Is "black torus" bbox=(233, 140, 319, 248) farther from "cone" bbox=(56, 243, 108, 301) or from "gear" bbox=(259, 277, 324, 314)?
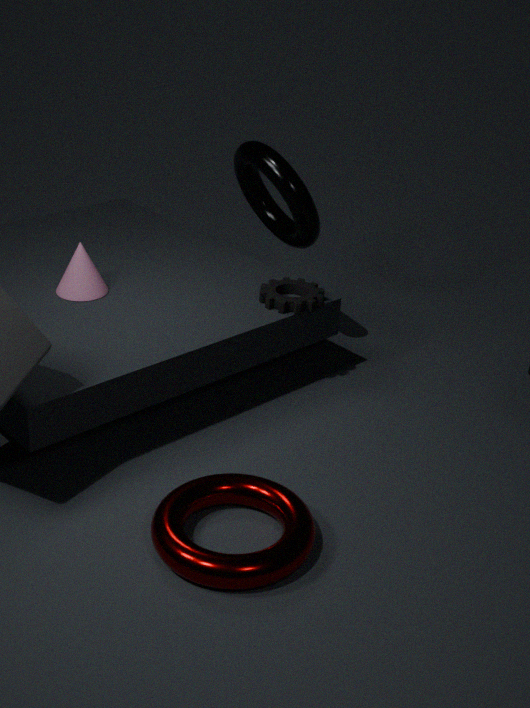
"cone" bbox=(56, 243, 108, 301)
